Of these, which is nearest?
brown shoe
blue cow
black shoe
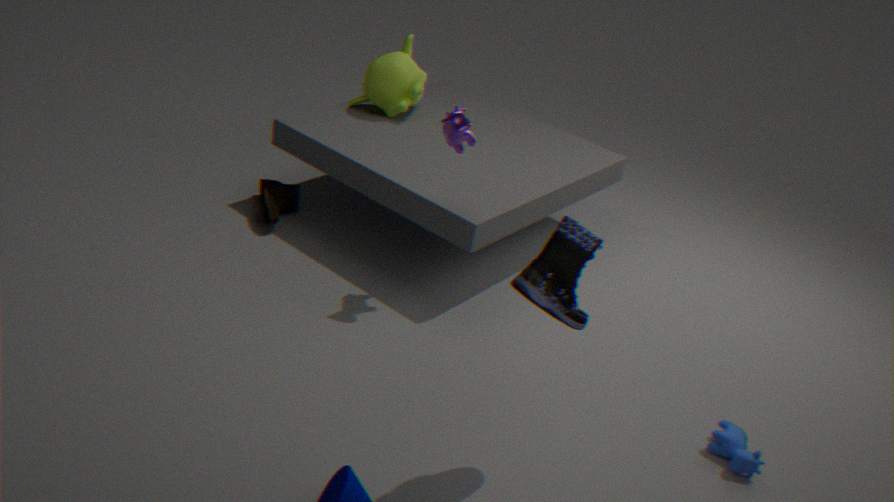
black shoe
